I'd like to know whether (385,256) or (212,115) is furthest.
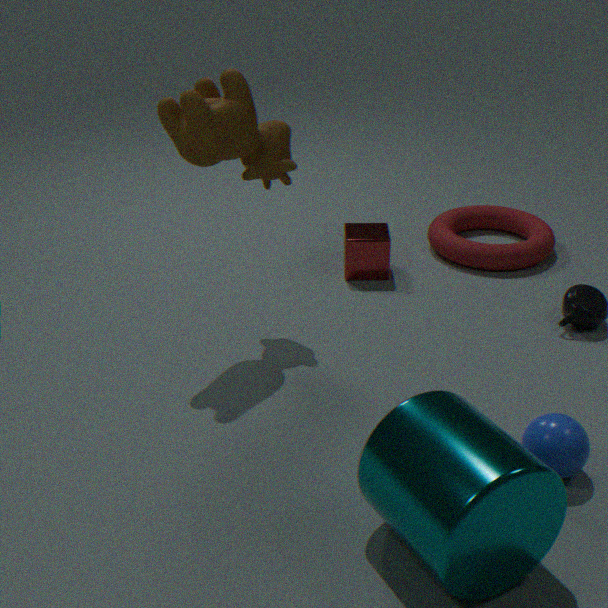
(385,256)
